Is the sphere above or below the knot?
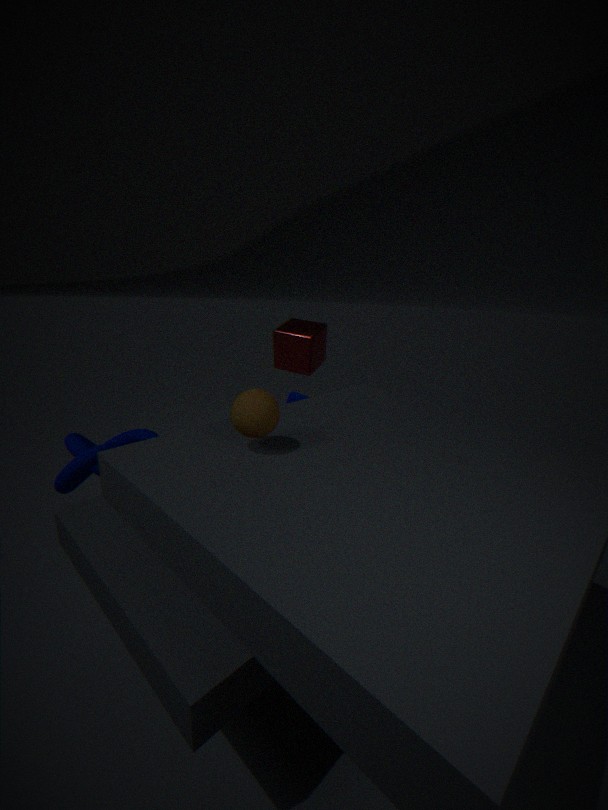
above
